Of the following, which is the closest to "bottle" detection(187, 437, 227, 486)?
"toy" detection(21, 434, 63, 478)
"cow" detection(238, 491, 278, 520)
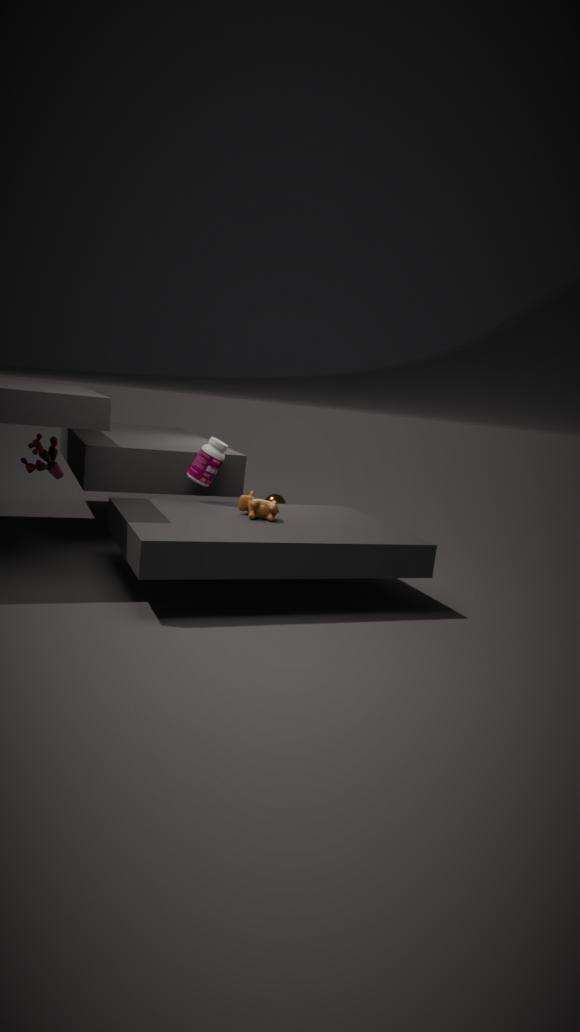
"cow" detection(238, 491, 278, 520)
